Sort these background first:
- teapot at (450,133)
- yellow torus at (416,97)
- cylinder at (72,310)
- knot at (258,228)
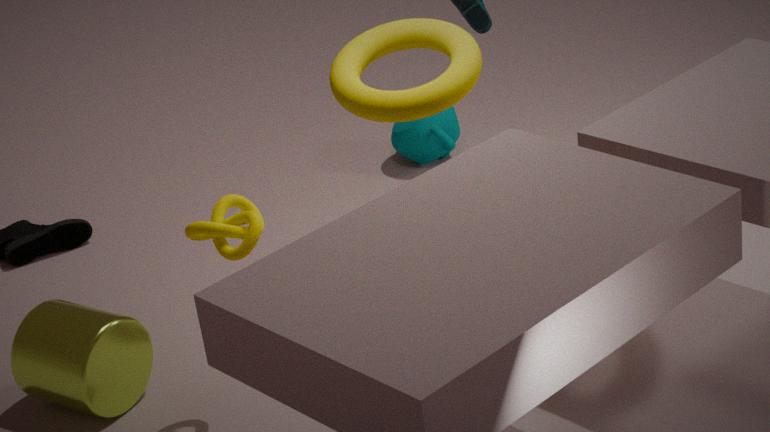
teapot at (450,133) → cylinder at (72,310) → yellow torus at (416,97) → knot at (258,228)
